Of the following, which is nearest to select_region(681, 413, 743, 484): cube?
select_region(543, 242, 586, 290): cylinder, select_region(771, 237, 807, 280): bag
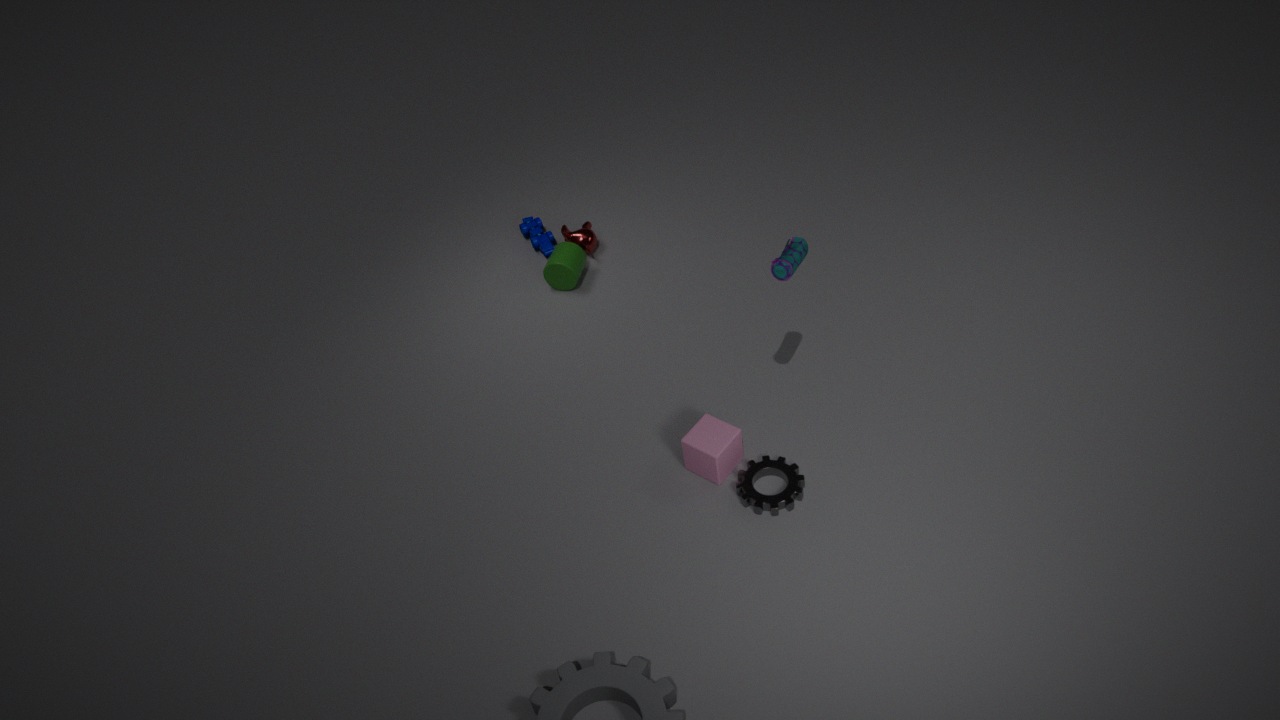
select_region(771, 237, 807, 280): bag
